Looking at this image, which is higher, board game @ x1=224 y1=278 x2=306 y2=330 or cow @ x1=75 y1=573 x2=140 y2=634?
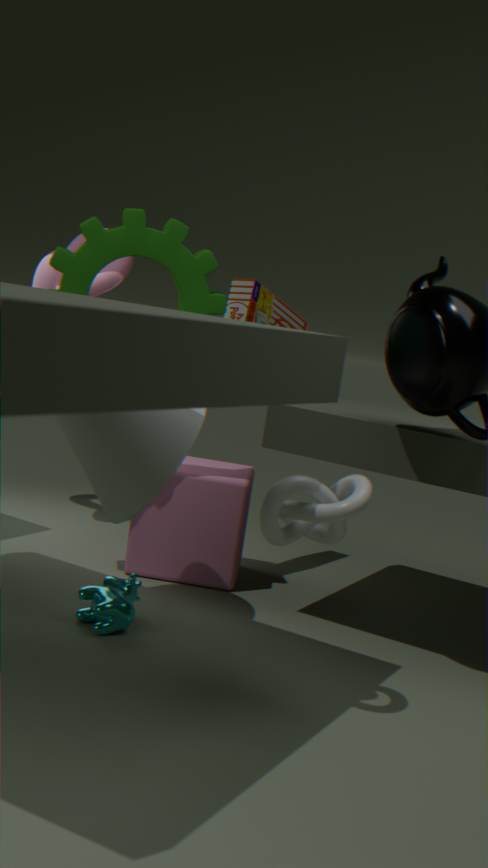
board game @ x1=224 y1=278 x2=306 y2=330
